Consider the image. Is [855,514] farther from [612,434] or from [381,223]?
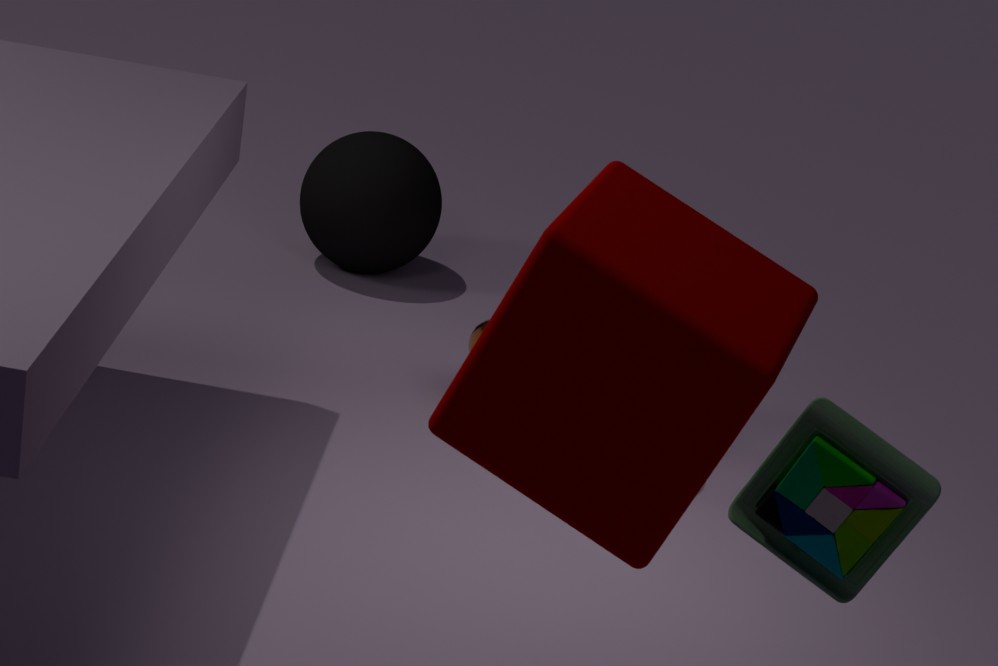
[381,223]
